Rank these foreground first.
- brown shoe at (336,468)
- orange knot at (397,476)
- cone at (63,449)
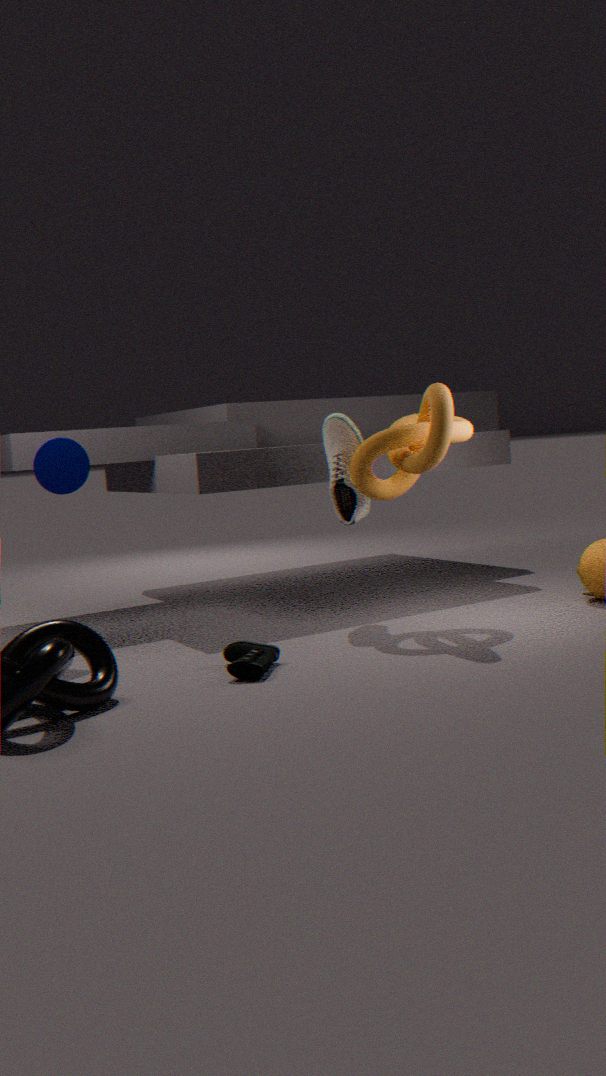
orange knot at (397,476) → cone at (63,449) → brown shoe at (336,468)
